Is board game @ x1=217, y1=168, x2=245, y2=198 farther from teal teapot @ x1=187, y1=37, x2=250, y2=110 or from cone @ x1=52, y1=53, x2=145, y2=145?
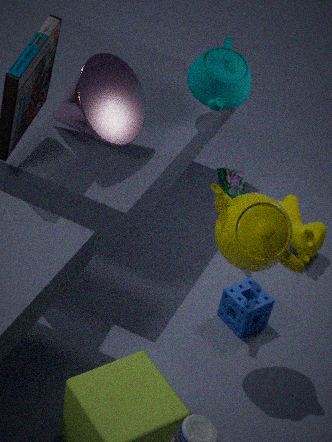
cone @ x1=52, y1=53, x2=145, y2=145
